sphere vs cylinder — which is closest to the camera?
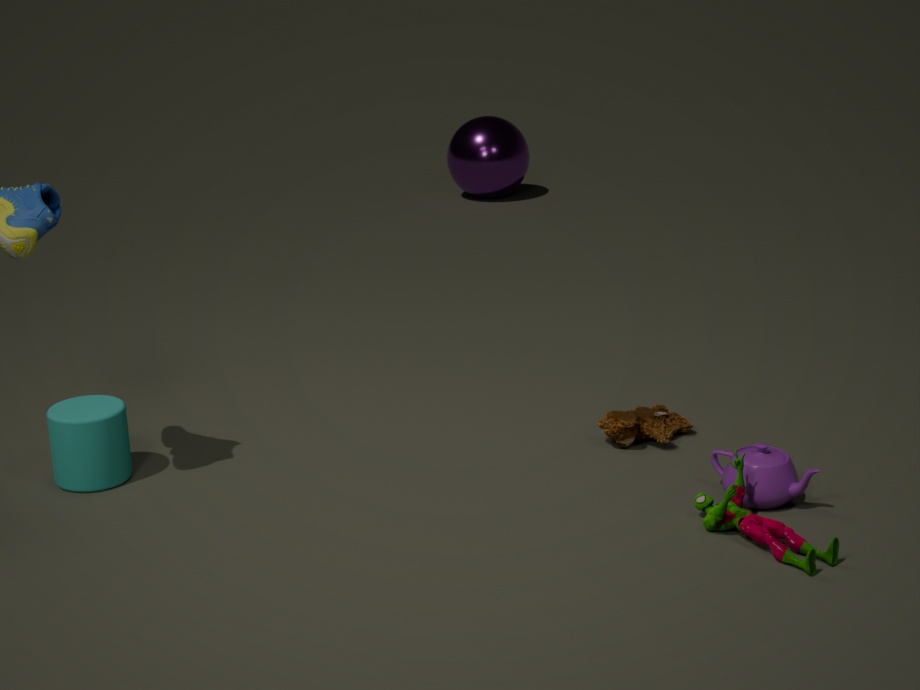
cylinder
